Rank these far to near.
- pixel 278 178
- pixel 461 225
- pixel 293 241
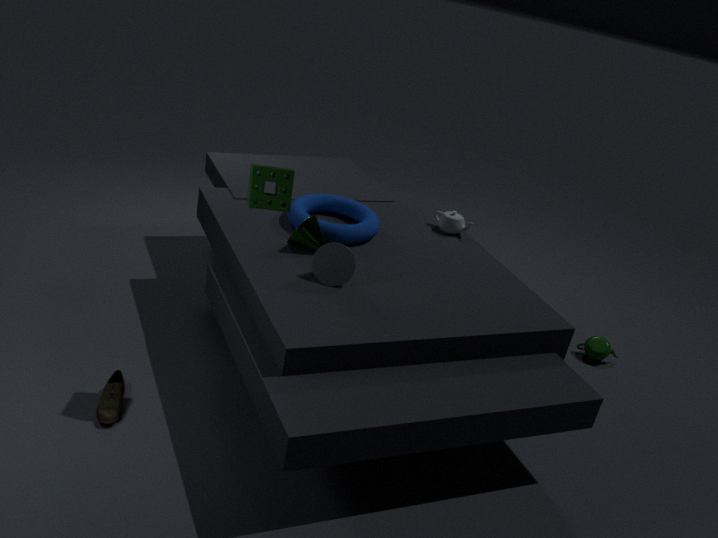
pixel 461 225 < pixel 293 241 < pixel 278 178
